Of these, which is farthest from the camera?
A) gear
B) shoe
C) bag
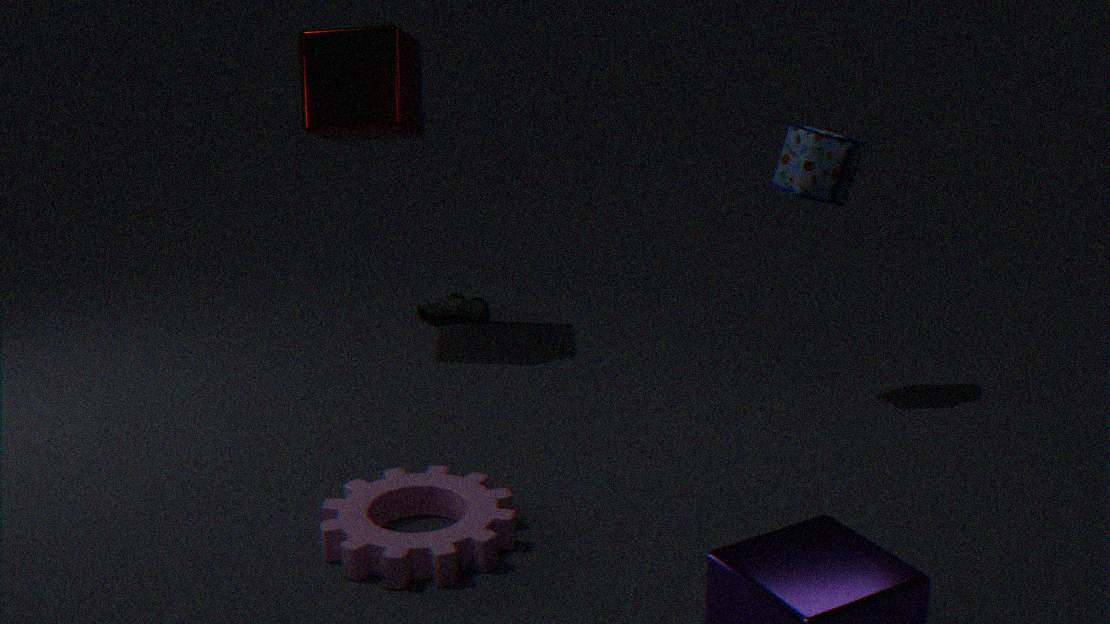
shoe
